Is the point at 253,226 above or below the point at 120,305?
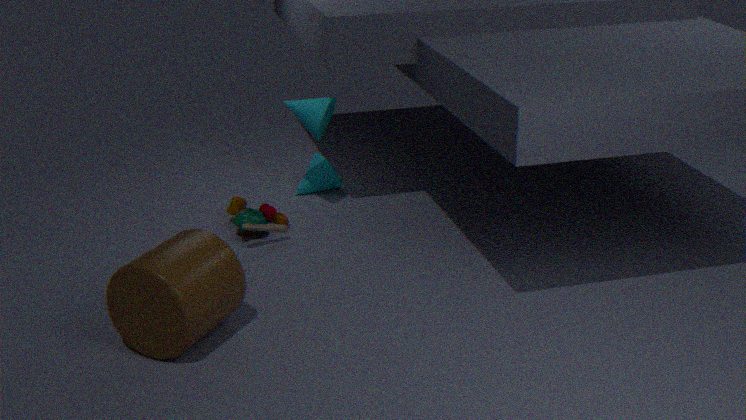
below
